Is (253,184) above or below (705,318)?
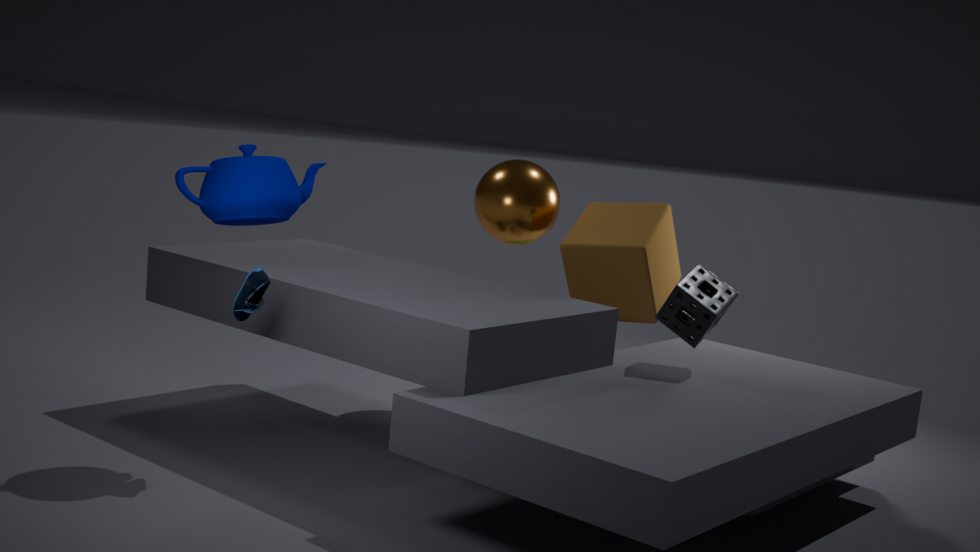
above
